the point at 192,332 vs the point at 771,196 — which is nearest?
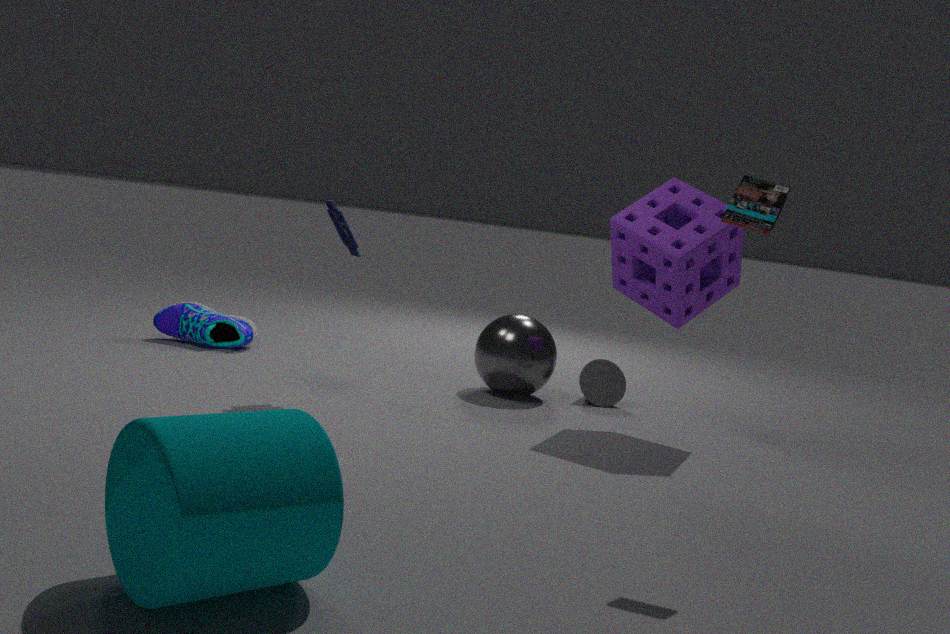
the point at 771,196
